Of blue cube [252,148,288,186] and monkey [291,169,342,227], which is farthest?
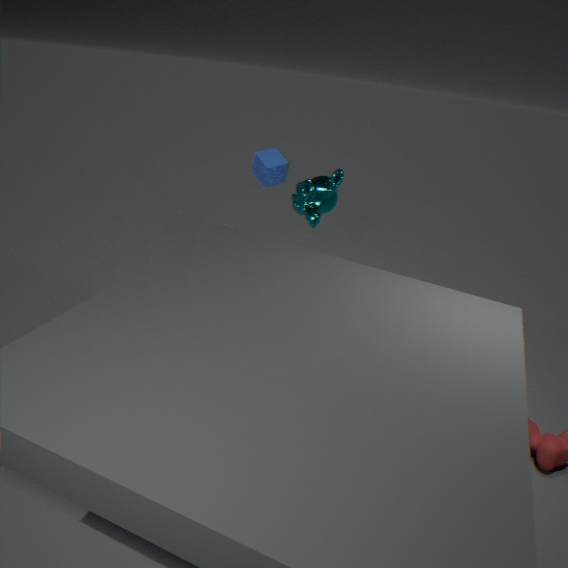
blue cube [252,148,288,186]
